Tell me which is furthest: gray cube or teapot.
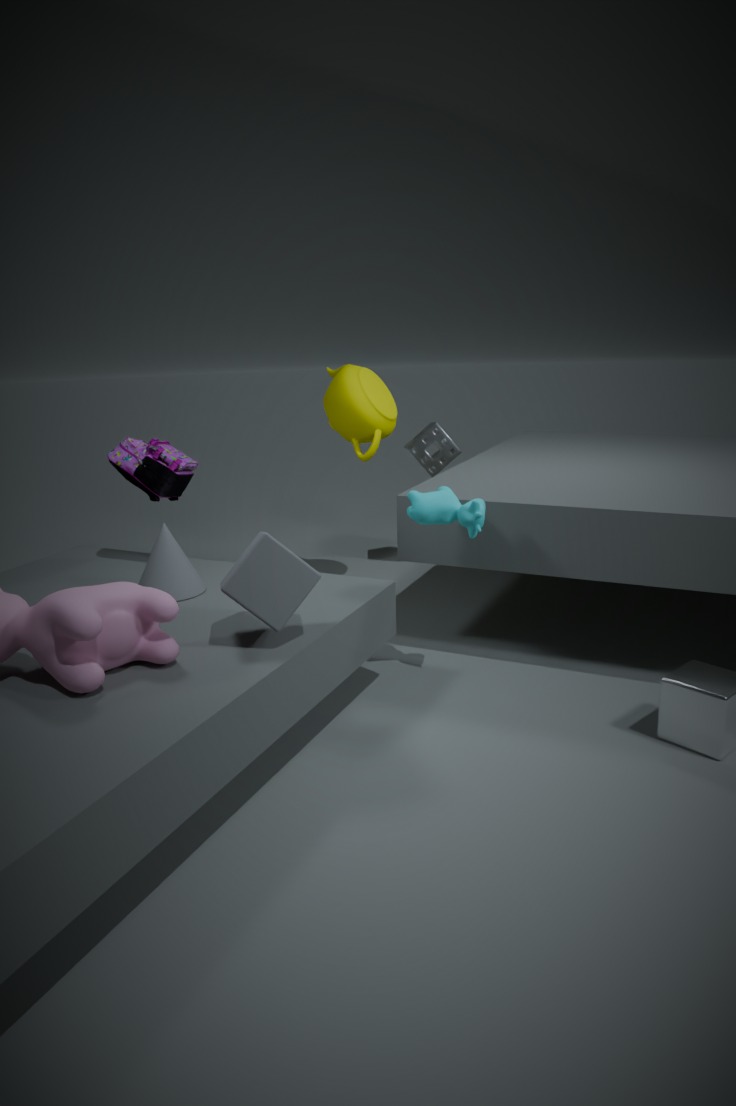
teapot
